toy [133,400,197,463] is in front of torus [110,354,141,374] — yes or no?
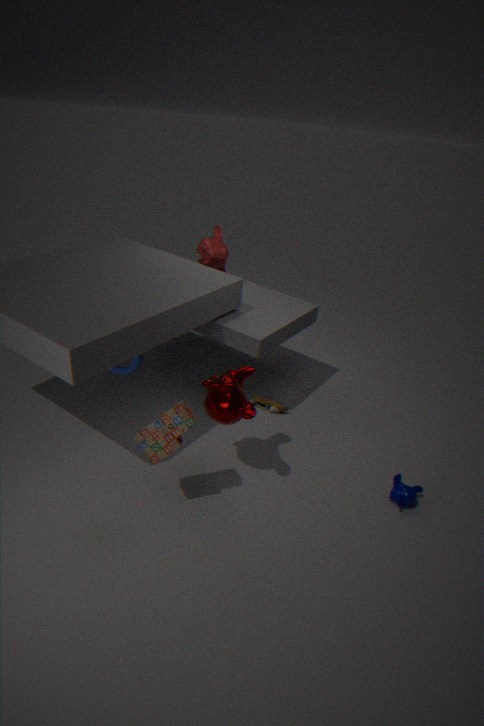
Yes
